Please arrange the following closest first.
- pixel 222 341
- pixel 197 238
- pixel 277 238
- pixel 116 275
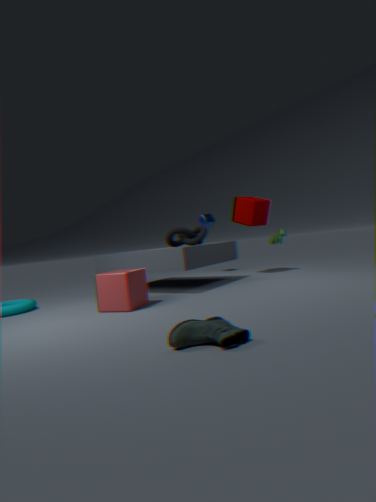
pixel 222 341 → pixel 116 275 → pixel 197 238 → pixel 277 238
